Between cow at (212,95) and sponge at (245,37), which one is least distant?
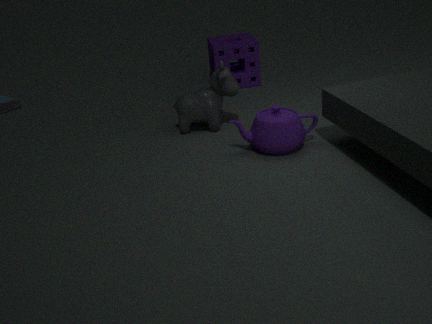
cow at (212,95)
